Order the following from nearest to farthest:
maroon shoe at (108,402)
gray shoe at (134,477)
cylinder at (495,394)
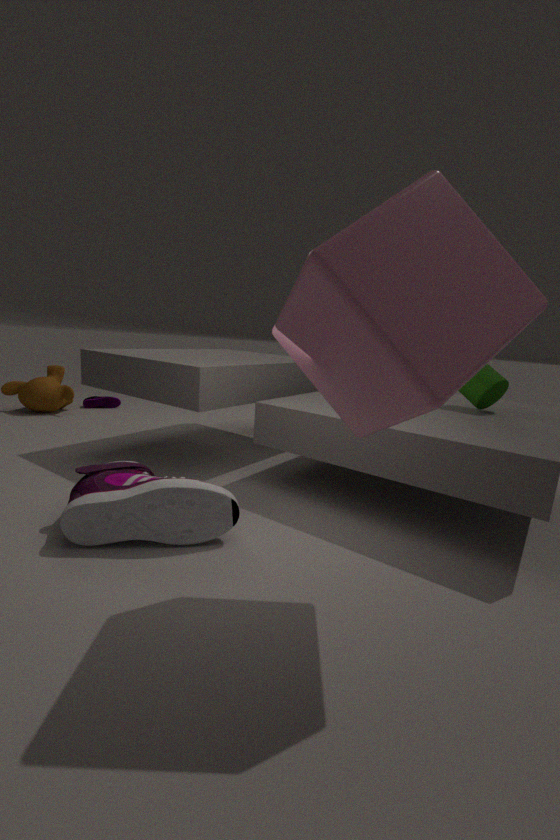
gray shoe at (134,477) → cylinder at (495,394) → maroon shoe at (108,402)
